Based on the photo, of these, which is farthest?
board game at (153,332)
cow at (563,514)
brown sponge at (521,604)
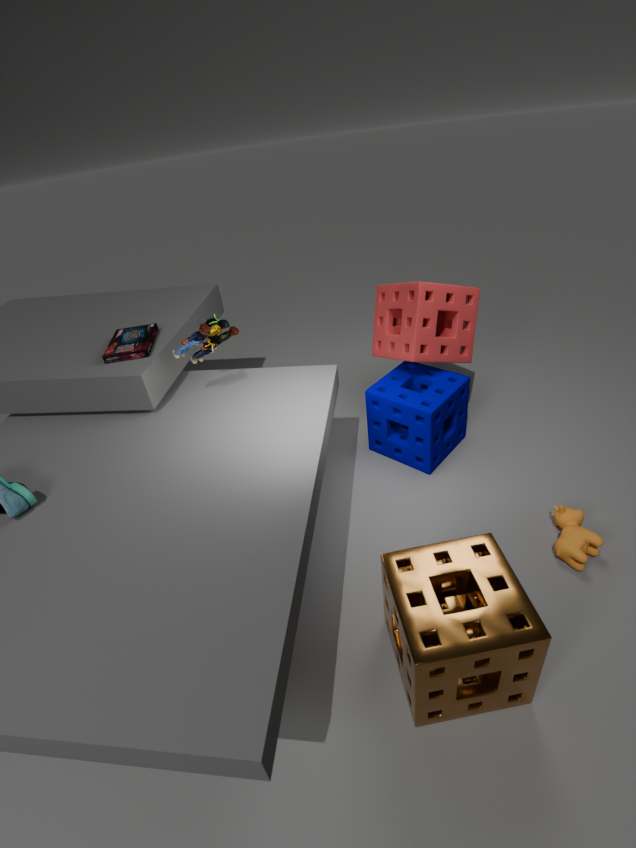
board game at (153,332)
